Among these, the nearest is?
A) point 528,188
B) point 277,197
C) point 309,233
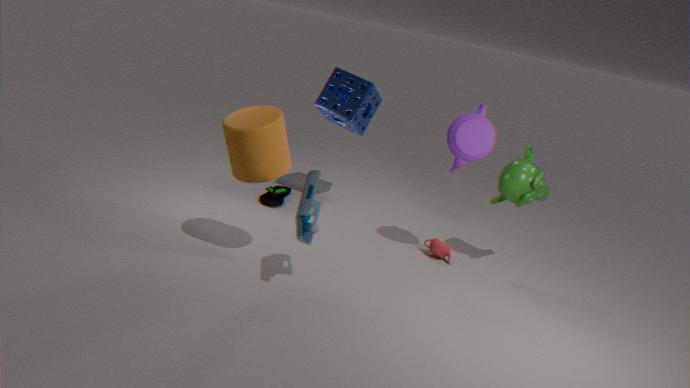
point 309,233
